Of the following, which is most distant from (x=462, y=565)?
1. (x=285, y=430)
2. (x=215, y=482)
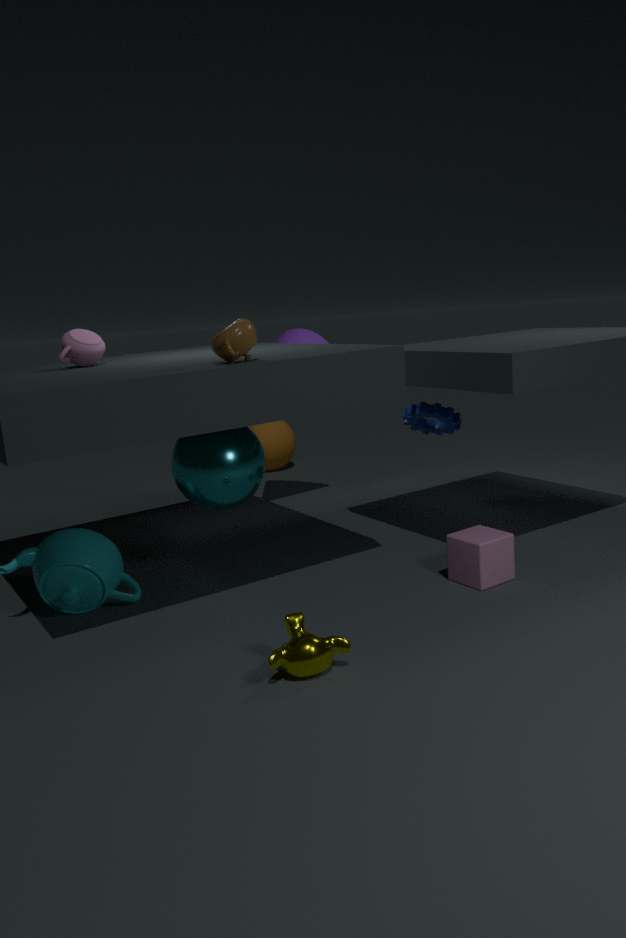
(x=285, y=430)
